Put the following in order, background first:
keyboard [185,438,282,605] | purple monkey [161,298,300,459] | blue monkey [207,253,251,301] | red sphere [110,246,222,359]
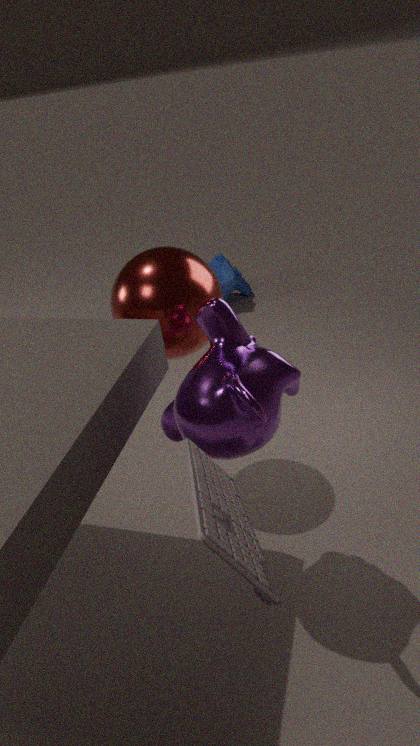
blue monkey [207,253,251,301] < red sphere [110,246,222,359] < purple monkey [161,298,300,459] < keyboard [185,438,282,605]
